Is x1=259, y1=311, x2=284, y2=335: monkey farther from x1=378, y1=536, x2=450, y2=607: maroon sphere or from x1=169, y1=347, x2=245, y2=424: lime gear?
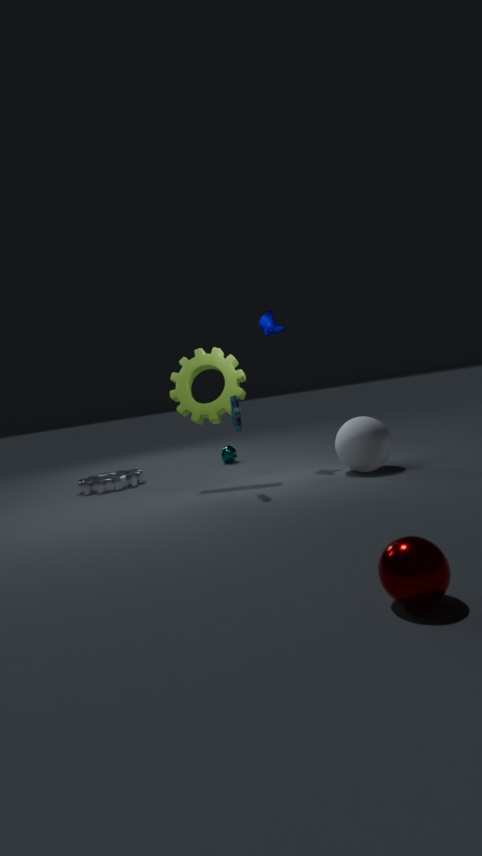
x1=378, y1=536, x2=450, y2=607: maroon sphere
